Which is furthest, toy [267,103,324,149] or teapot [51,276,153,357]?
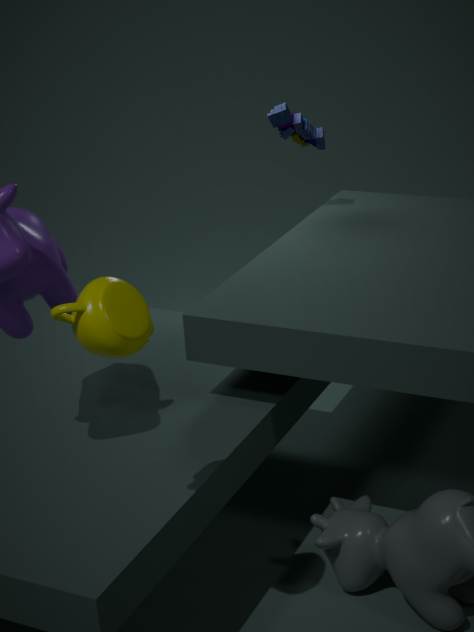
toy [267,103,324,149]
